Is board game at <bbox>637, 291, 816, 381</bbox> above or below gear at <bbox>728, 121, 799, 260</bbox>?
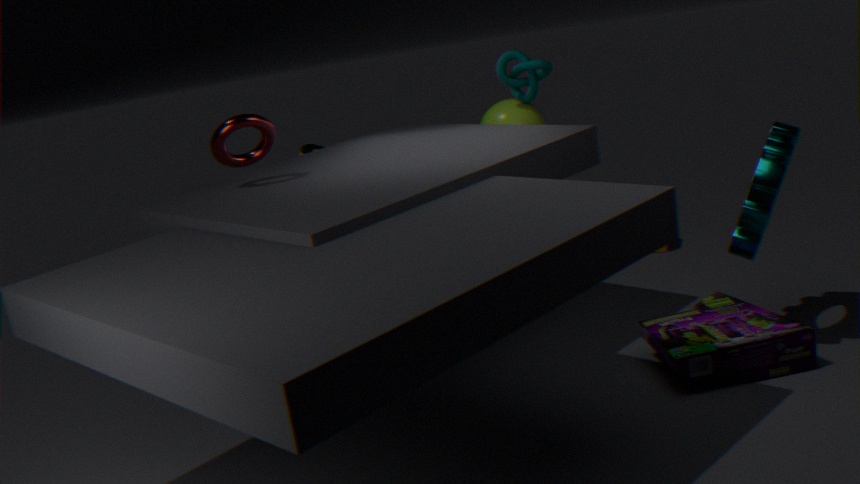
below
